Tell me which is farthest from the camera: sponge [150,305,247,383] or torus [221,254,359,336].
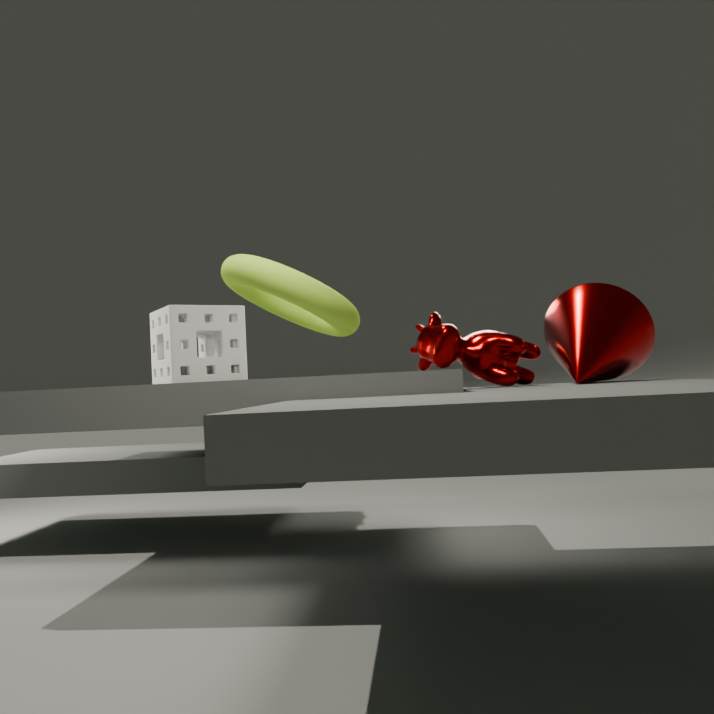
sponge [150,305,247,383]
